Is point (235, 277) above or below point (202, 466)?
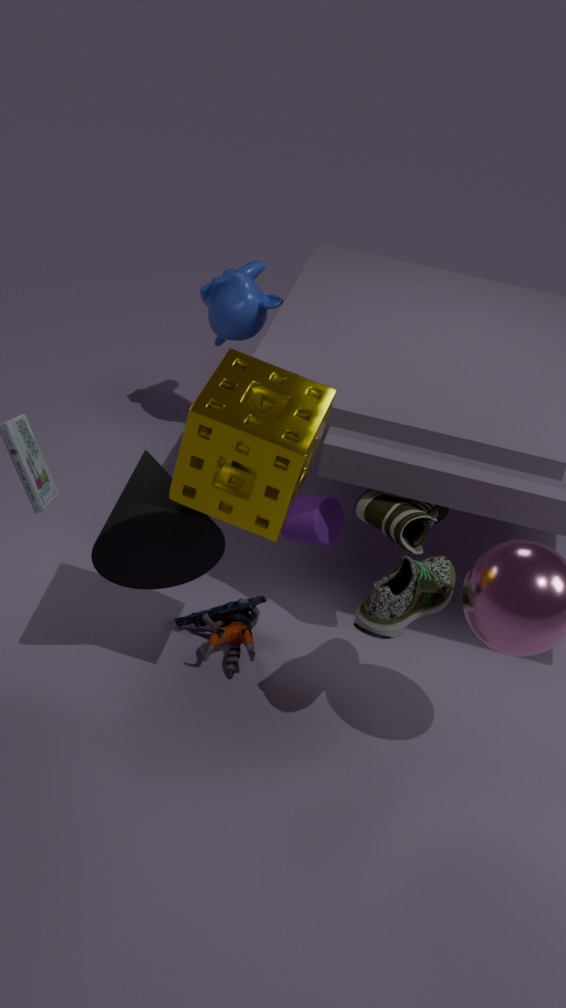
below
